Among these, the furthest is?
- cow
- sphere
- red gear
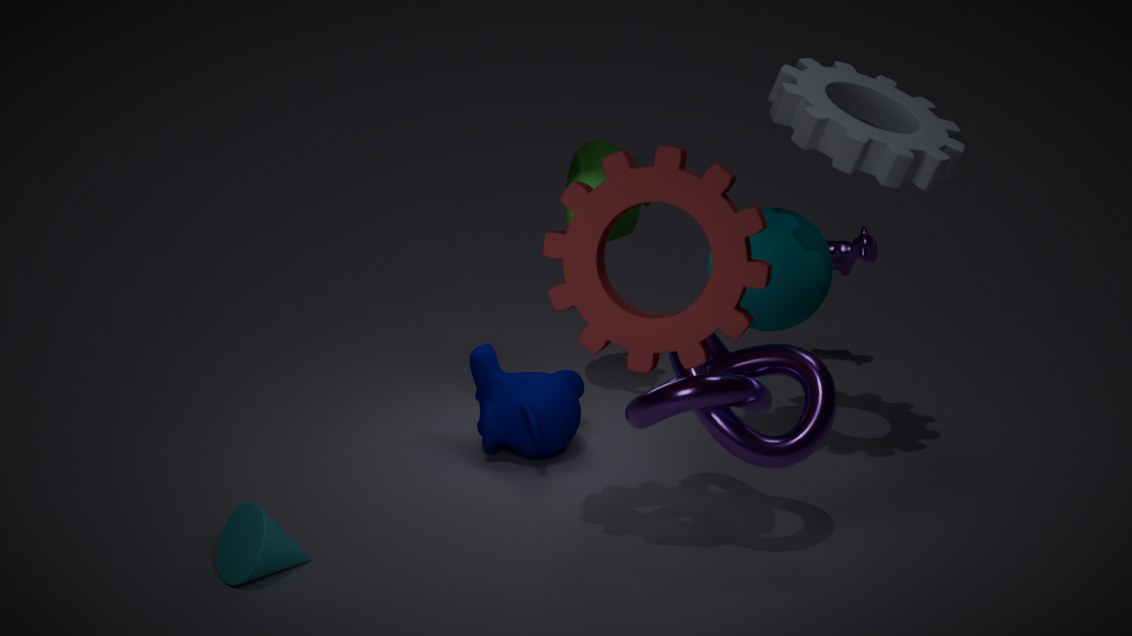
cow
